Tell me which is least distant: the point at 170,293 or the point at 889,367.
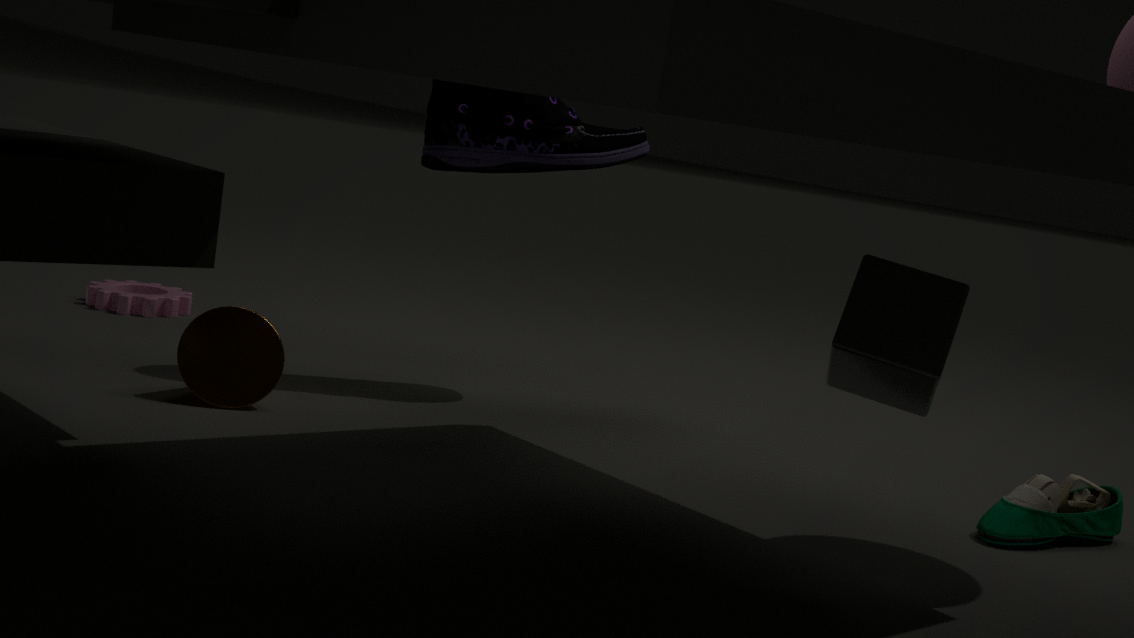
the point at 889,367
